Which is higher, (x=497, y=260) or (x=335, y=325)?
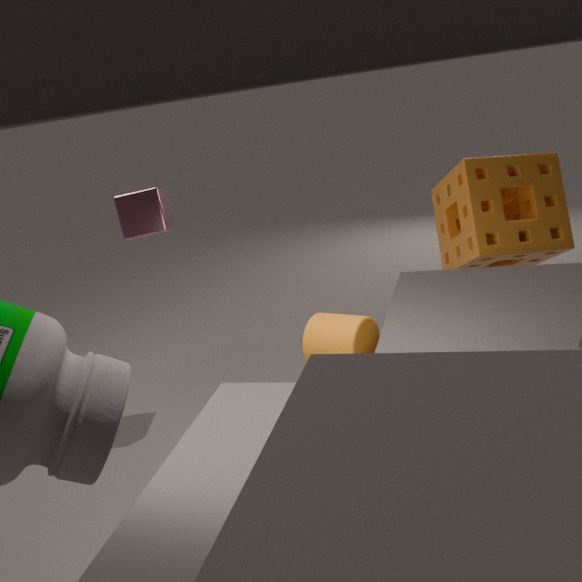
(x=497, y=260)
